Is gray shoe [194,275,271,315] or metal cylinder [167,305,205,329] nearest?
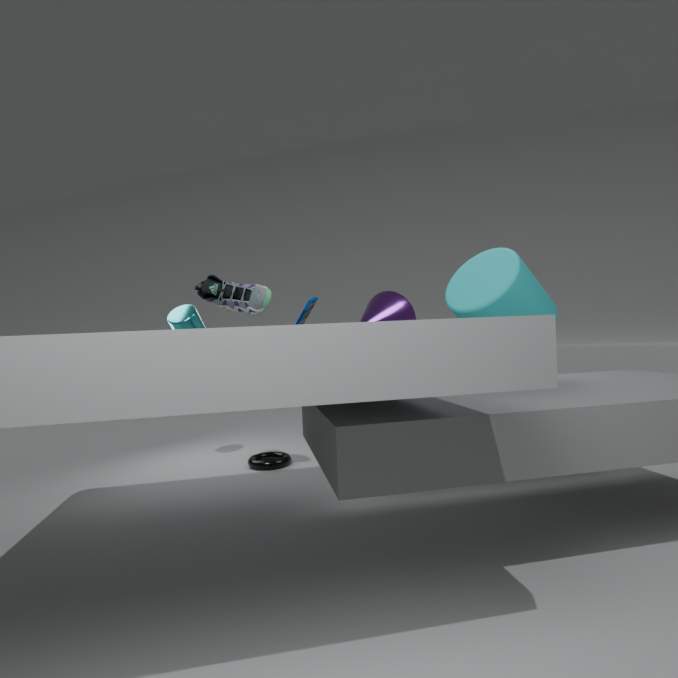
gray shoe [194,275,271,315]
